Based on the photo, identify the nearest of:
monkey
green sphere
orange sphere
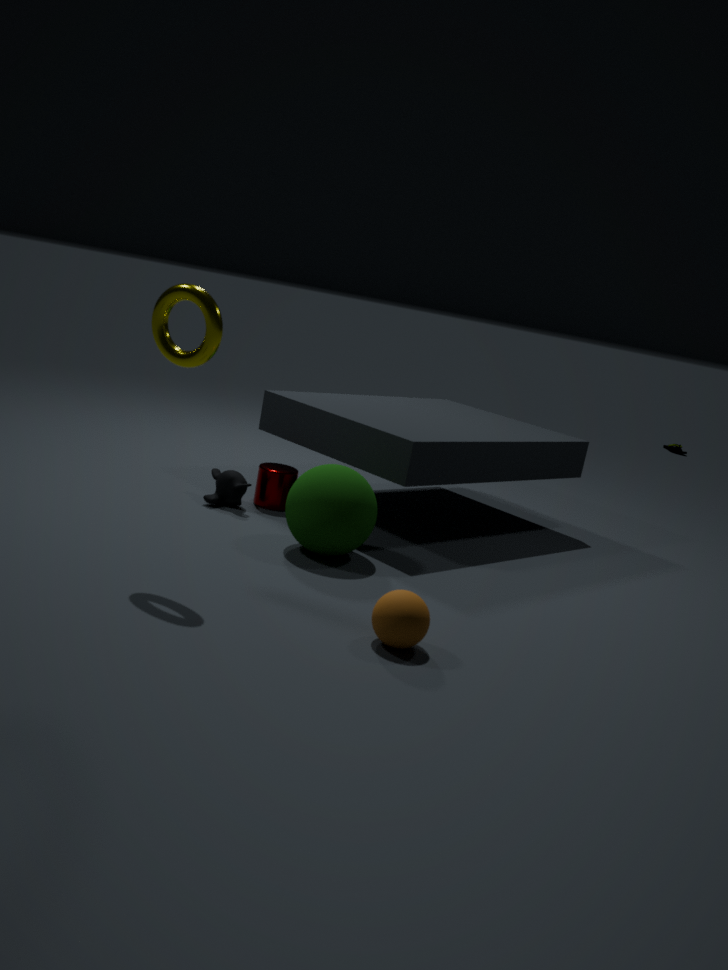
orange sphere
